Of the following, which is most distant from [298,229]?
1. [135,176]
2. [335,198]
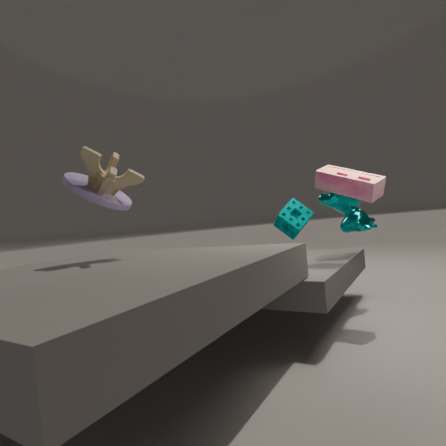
[135,176]
